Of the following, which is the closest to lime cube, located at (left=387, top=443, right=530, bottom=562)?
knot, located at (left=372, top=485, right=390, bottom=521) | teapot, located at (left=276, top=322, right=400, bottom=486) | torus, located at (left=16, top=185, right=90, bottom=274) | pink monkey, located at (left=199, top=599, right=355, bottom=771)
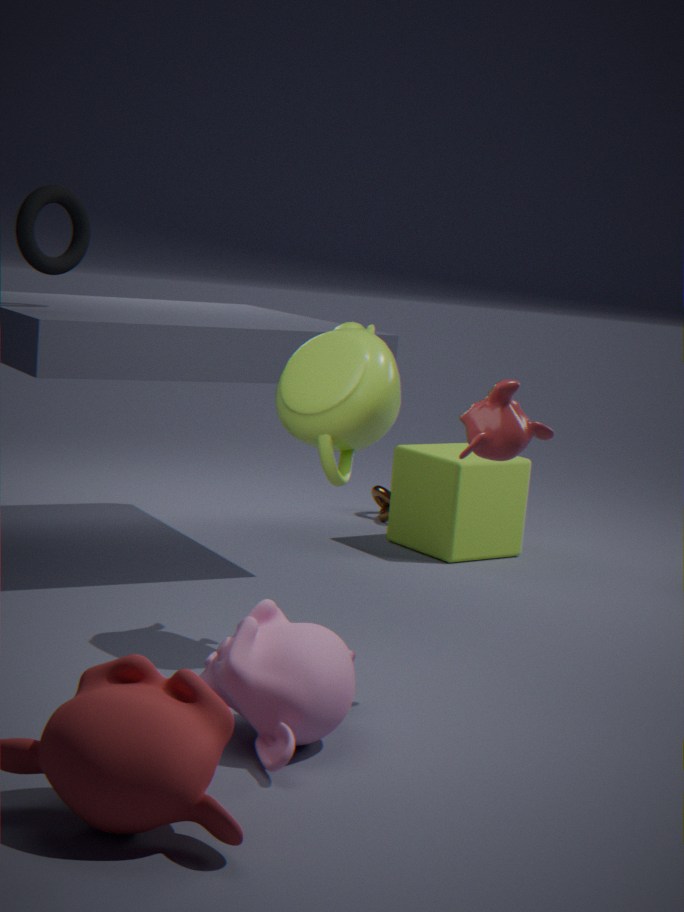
knot, located at (left=372, top=485, right=390, bottom=521)
